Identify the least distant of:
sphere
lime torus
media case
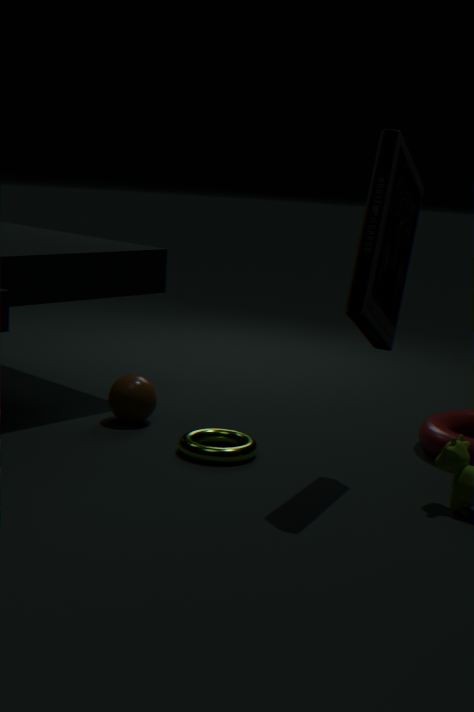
media case
